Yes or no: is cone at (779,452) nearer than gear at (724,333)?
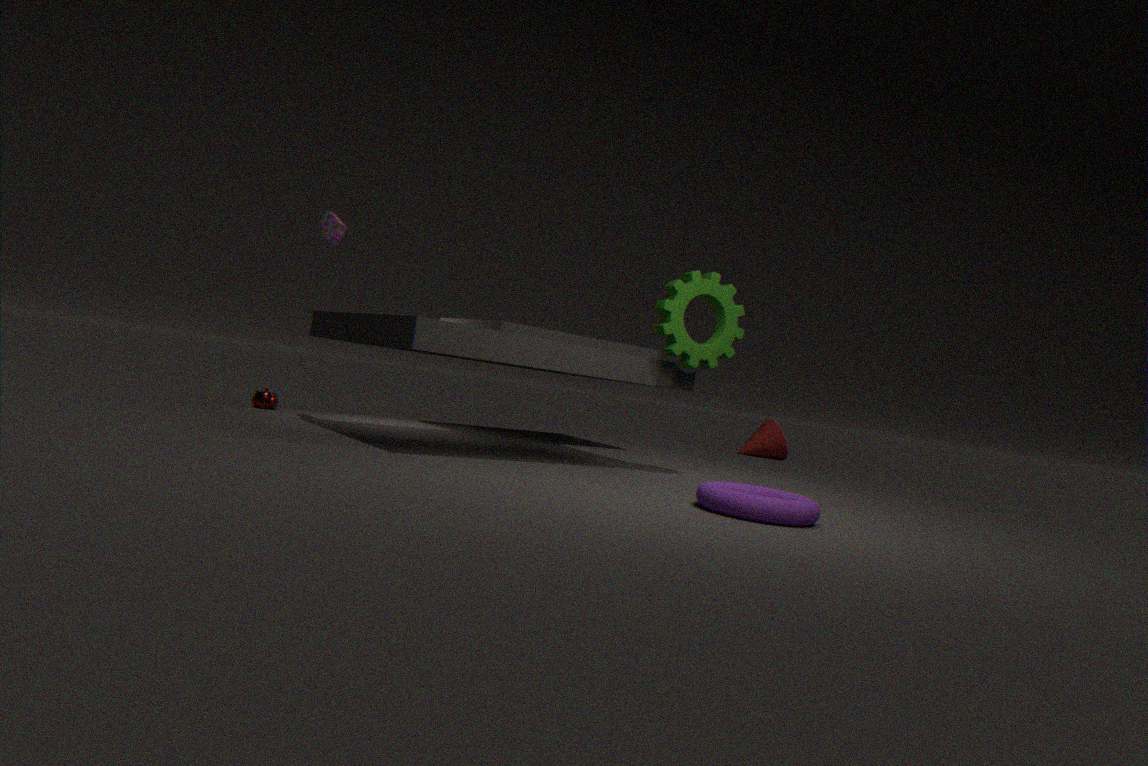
No
